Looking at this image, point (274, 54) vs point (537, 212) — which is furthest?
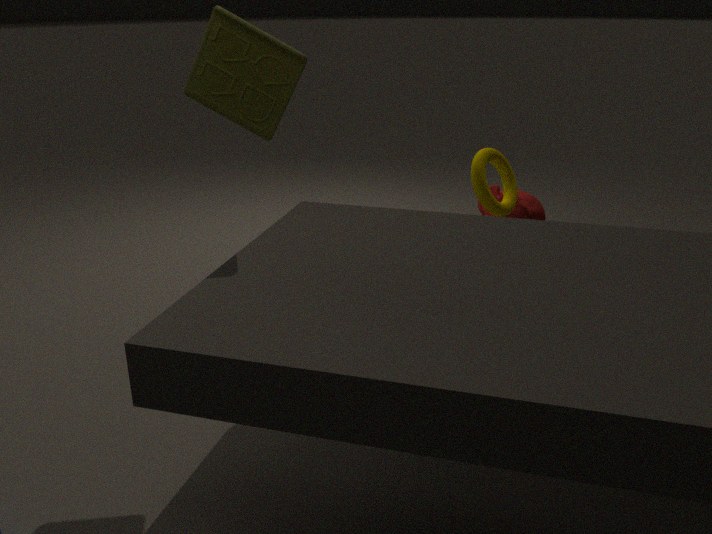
point (537, 212)
